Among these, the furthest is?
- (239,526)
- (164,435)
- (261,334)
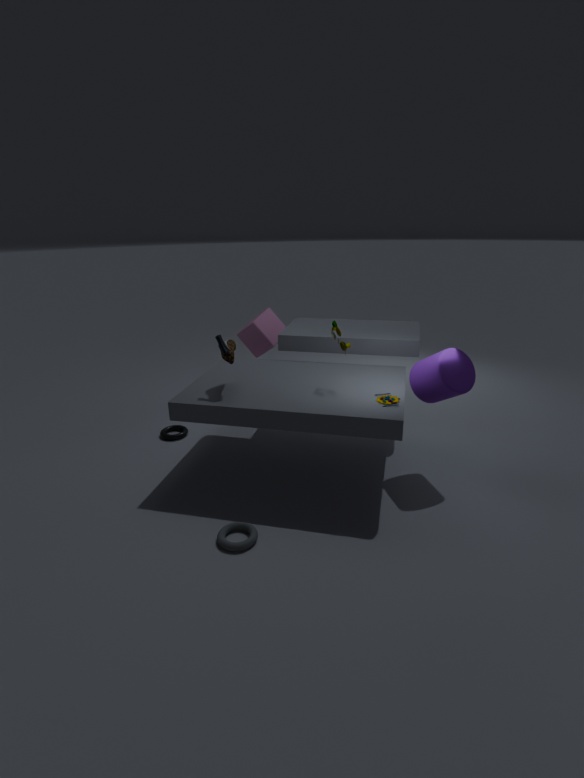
(261,334)
